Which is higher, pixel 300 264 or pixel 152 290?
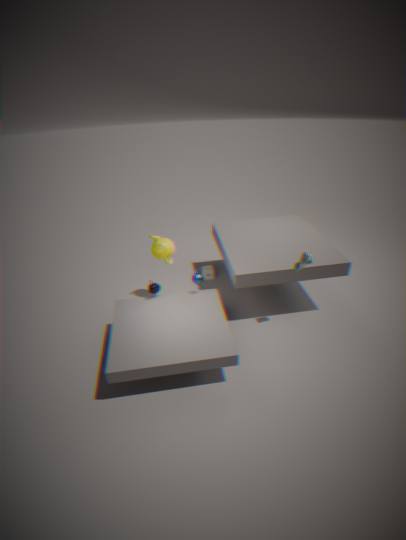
pixel 300 264
